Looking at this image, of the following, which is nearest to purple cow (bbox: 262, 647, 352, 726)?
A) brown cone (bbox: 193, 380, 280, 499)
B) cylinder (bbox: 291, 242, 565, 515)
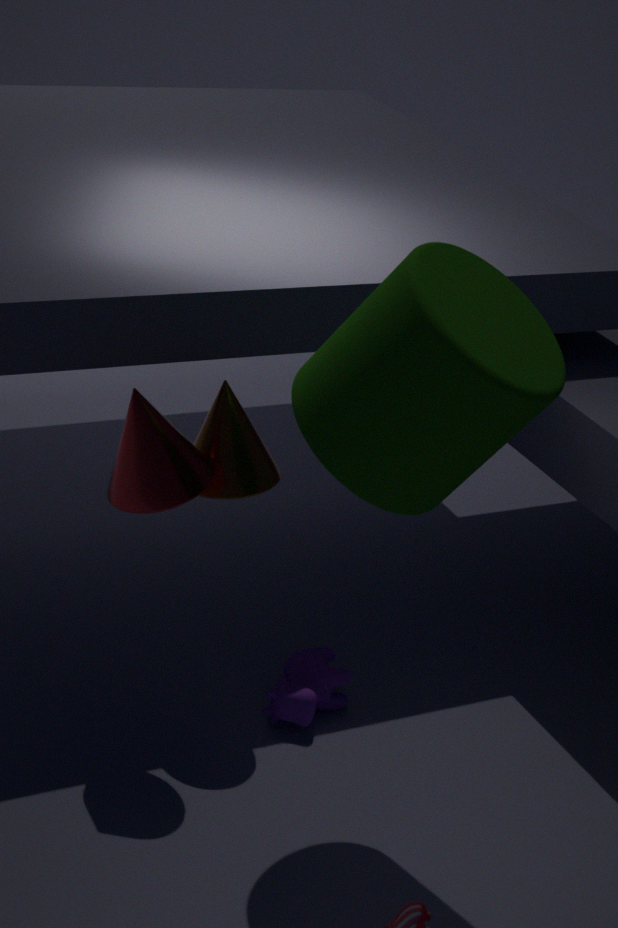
brown cone (bbox: 193, 380, 280, 499)
